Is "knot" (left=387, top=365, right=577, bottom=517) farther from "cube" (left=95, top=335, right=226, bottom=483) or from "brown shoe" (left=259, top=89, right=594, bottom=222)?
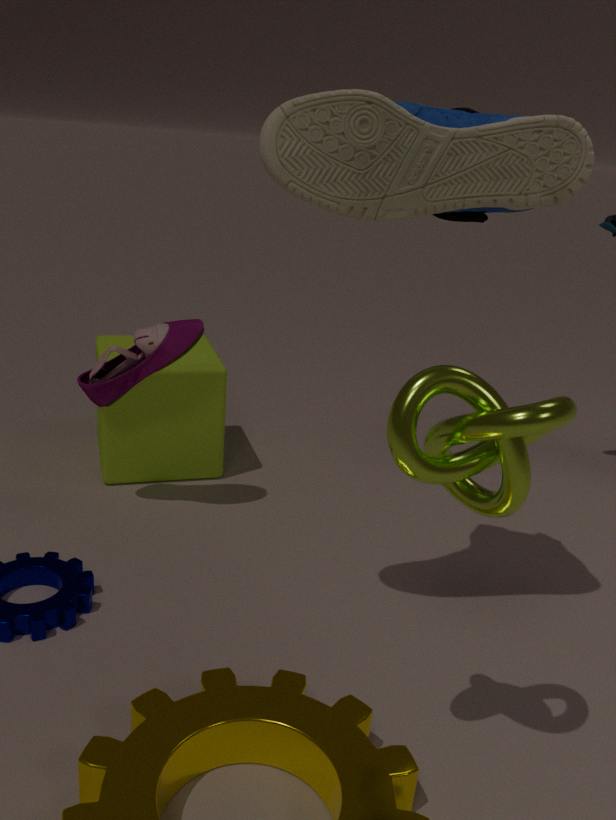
"cube" (left=95, top=335, right=226, bottom=483)
